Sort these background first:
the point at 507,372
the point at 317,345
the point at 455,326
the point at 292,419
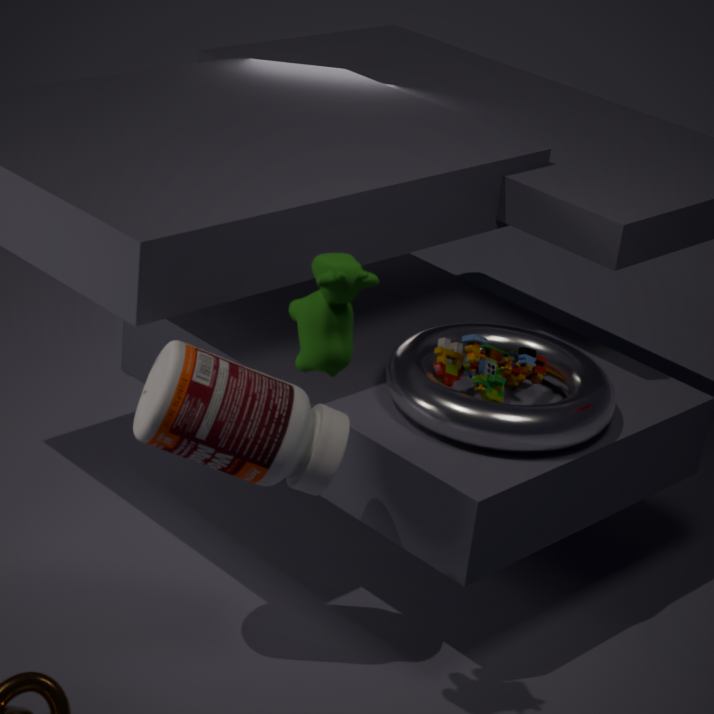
1. the point at 455,326
2. the point at 507,372
3. the point at 292,419
4. the point at 317,345
